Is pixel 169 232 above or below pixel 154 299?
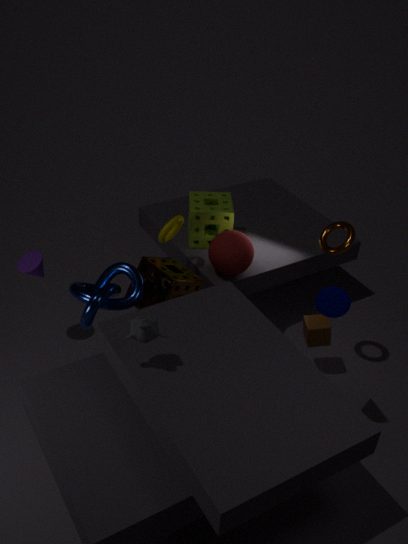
above
